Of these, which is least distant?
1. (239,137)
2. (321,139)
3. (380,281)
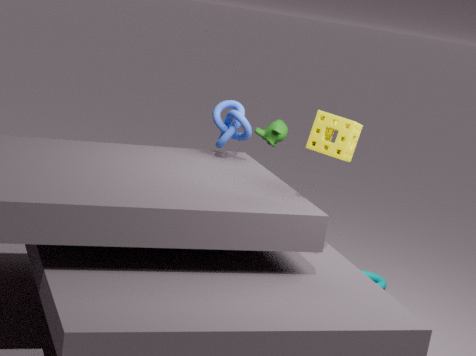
(321,139)
